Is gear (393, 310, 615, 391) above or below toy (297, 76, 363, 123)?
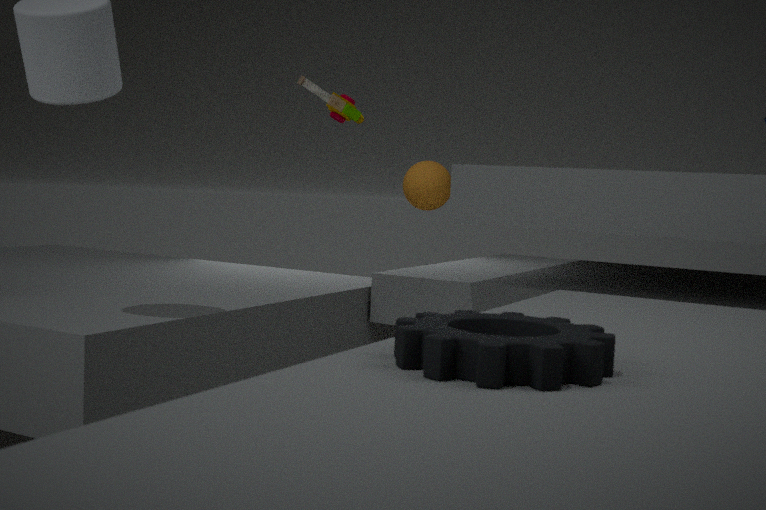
below
